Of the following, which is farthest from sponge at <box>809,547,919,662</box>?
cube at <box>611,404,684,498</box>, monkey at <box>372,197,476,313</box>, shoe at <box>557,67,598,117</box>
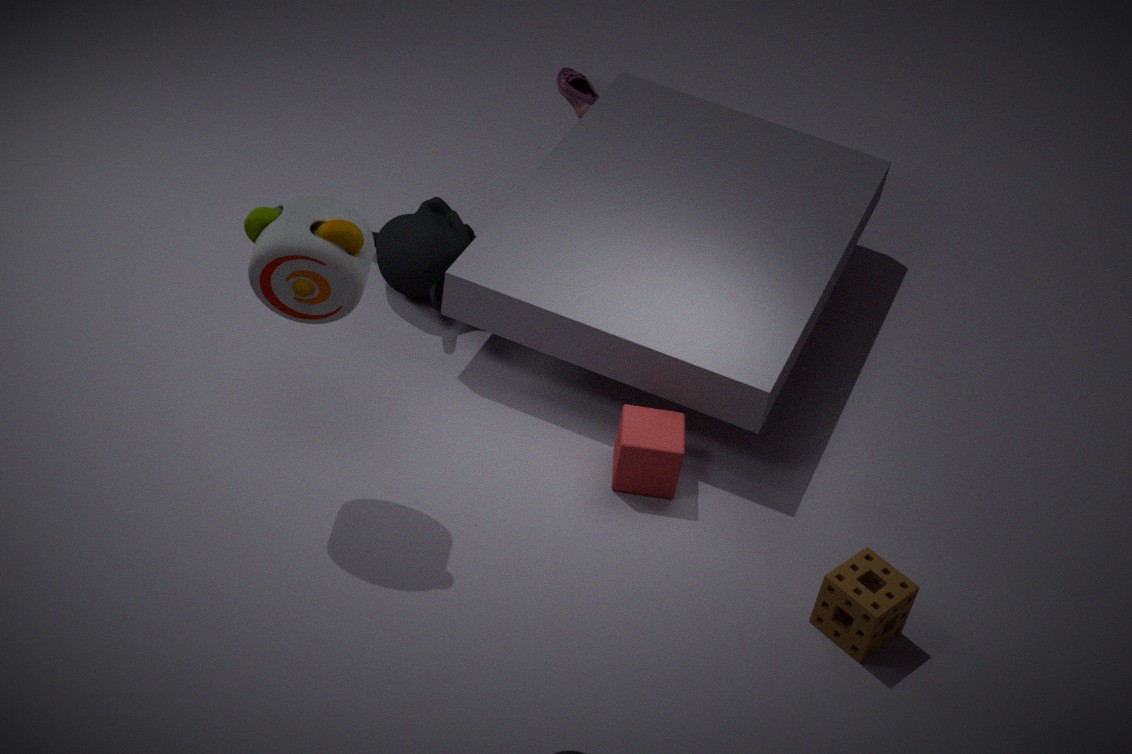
shoe at <box>557,67,598,117</box>
